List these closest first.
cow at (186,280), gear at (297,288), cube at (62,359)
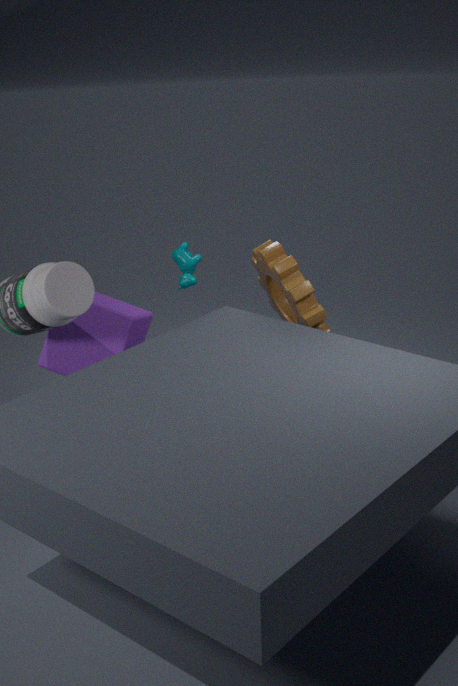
gear at (297,288)
cube at (62,359)
cow at (186,280)
